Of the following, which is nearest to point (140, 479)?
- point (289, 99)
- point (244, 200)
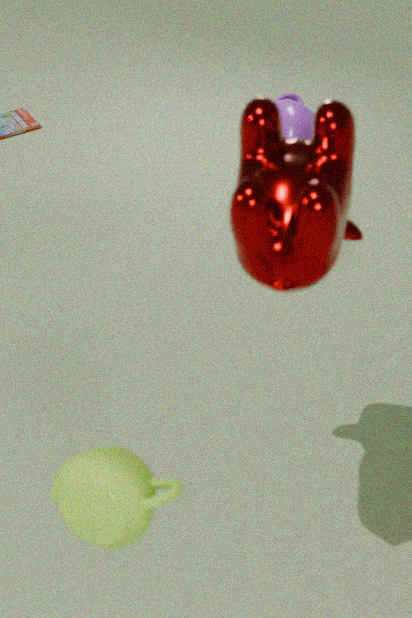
point (244, 200)
